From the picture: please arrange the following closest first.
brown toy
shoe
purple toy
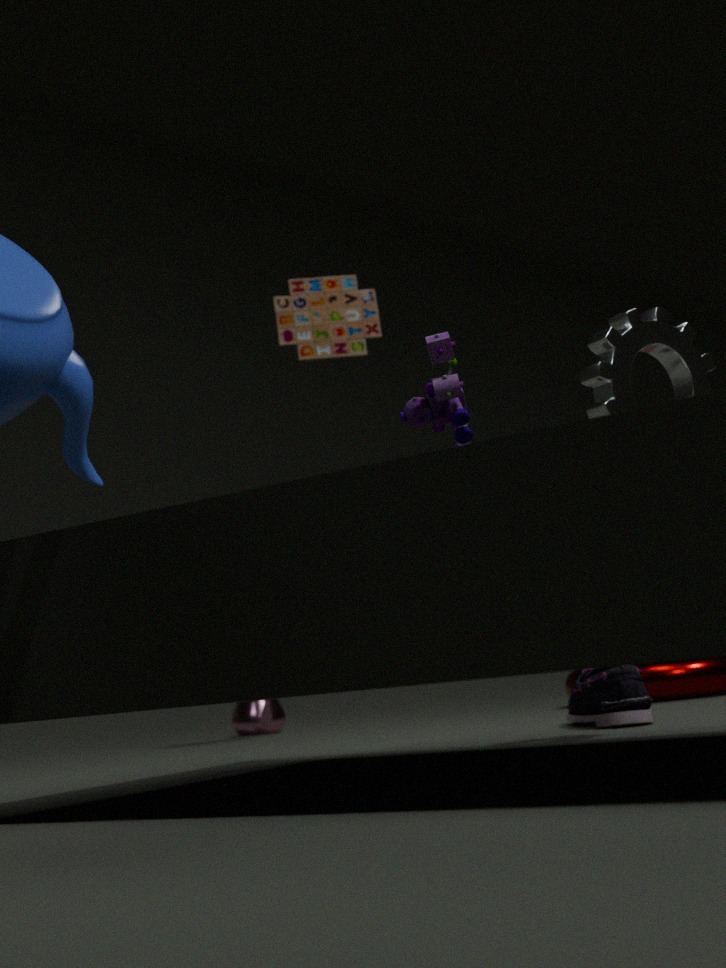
purple toy < shoe < brown toy
